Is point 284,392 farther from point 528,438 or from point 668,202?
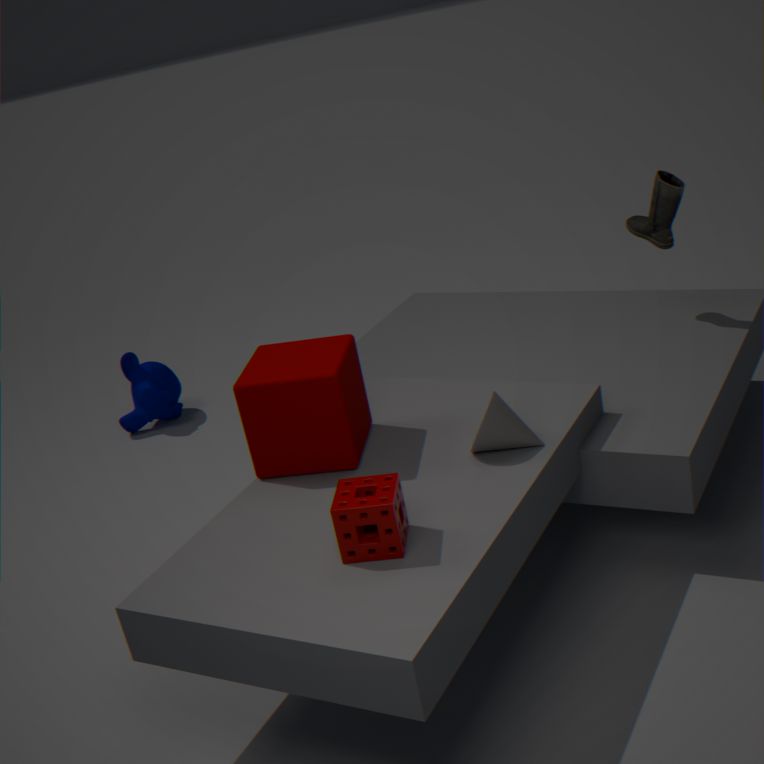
point 668,202
